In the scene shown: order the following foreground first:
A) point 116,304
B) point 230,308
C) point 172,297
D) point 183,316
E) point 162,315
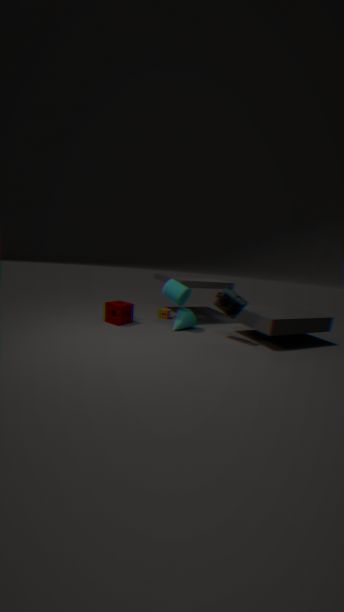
point 230,308 < point 172,297 < point 116,304 < point 183,316 < point 162,315
